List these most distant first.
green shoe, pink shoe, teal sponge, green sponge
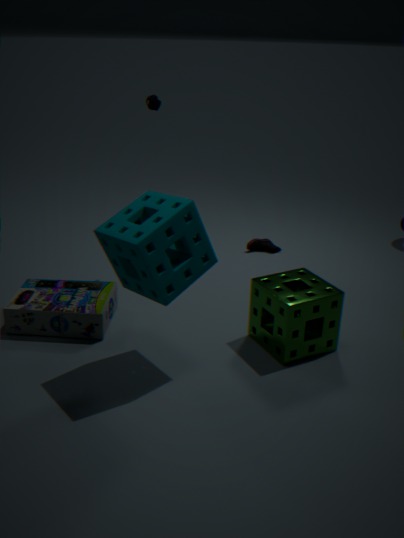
pink shoe → green shoe → green sponge → teal sponge
